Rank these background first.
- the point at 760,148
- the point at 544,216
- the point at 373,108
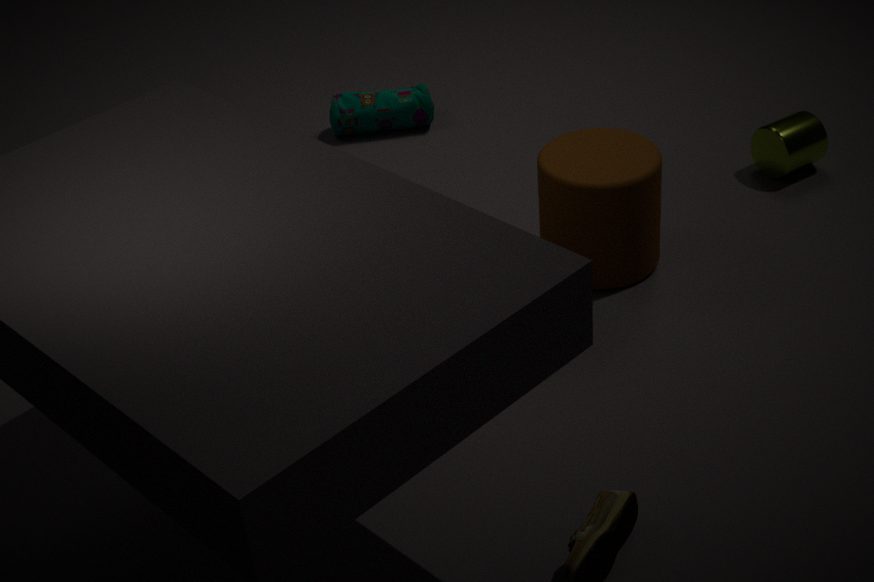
the point at 373,108 → the point at 760,148 → the point at 544,216
